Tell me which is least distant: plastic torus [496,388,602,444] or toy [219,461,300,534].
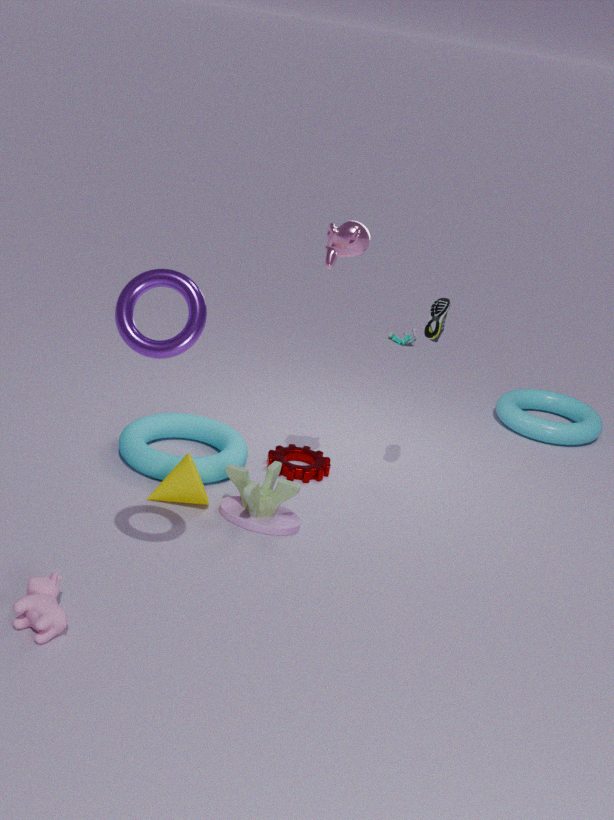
toy [219,461,300,534]
